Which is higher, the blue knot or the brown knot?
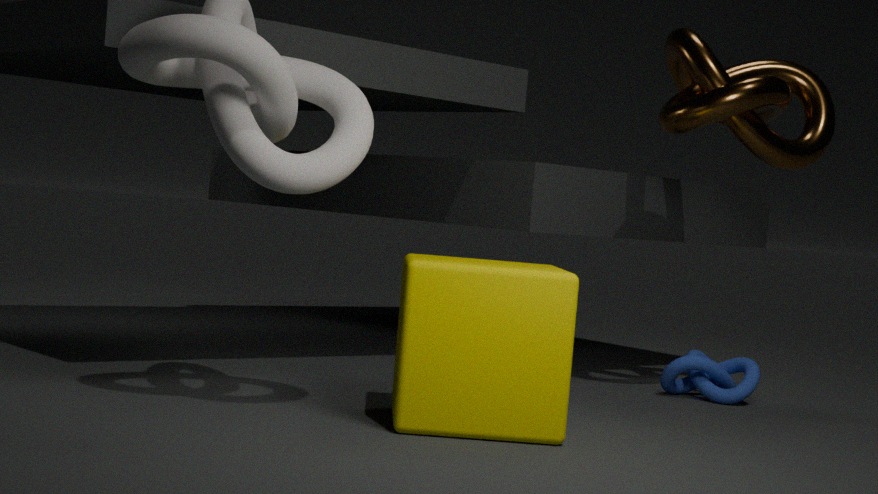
the brown knot
